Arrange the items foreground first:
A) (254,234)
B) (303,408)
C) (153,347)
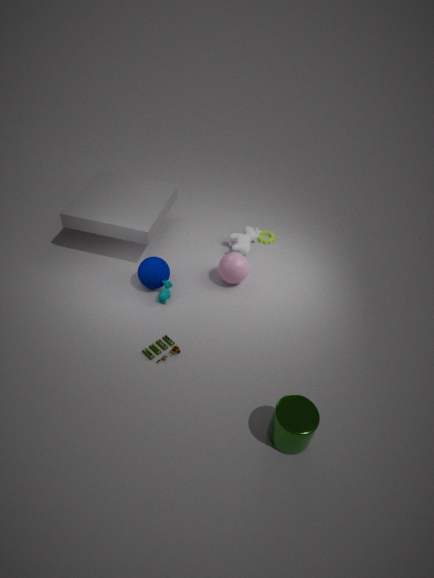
(303,408), (153,347), (254,234)
